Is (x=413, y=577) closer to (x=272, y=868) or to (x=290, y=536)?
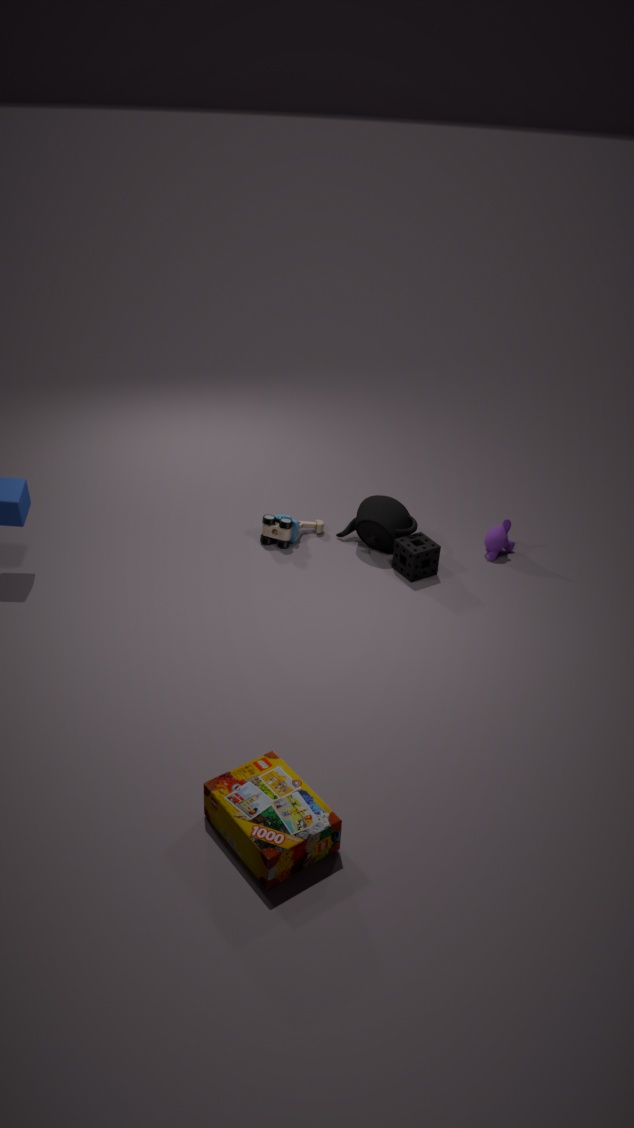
(x=290, y=536)
